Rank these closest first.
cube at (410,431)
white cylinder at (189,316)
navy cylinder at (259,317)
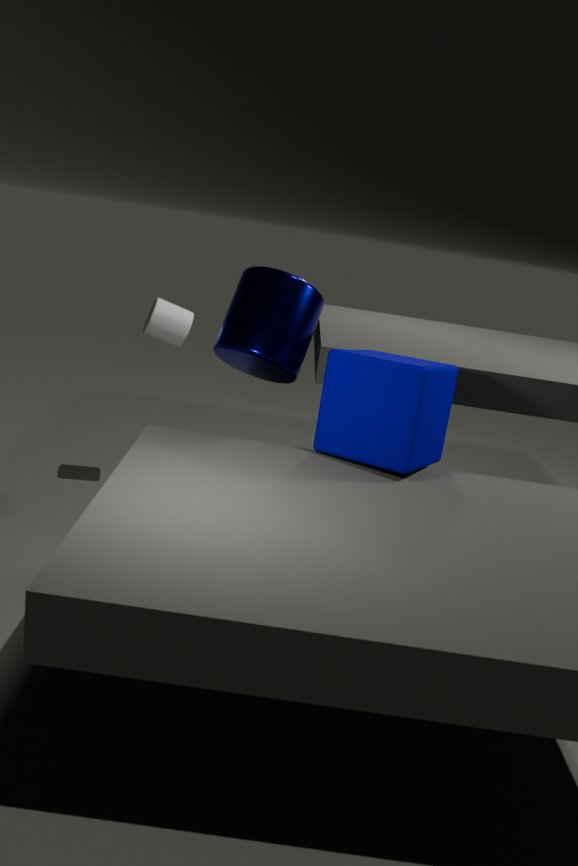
cube at (410,431) → navy cylinder at (259,317) → white cylinder at (189,316)
